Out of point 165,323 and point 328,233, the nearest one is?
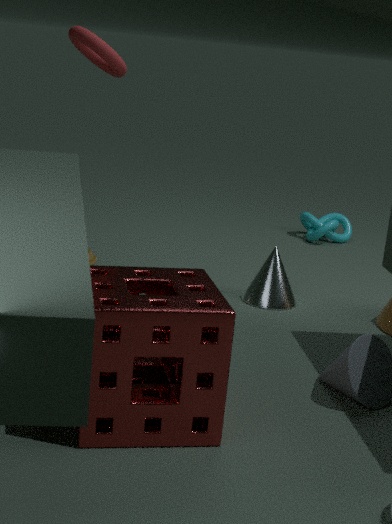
point 165,323
